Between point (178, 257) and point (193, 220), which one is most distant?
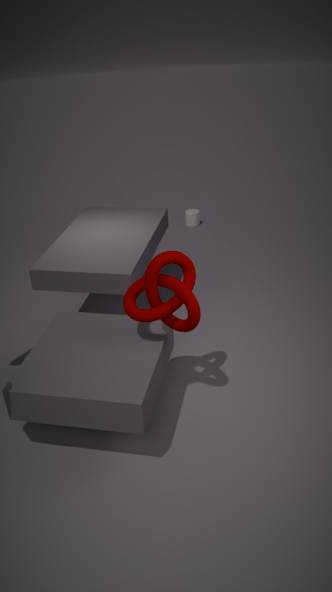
point (193, 220)
